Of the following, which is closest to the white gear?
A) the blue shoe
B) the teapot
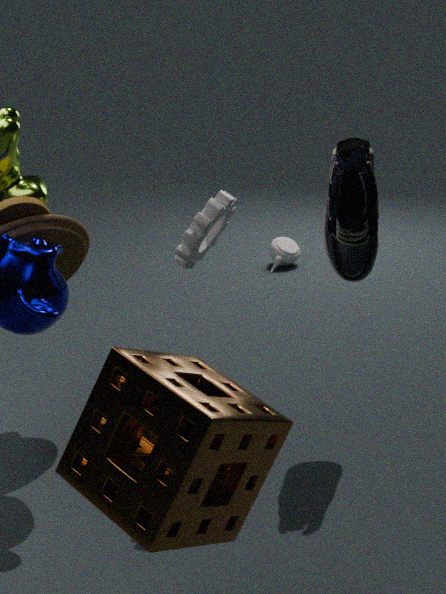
the blue shoe
